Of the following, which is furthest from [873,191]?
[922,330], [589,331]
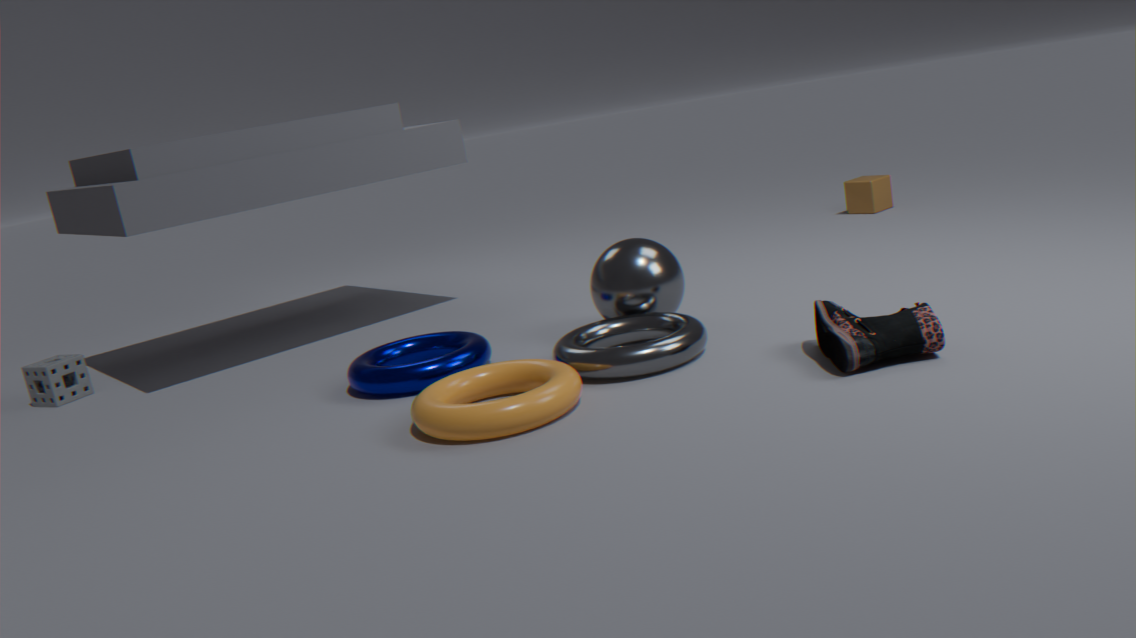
[922,330]
